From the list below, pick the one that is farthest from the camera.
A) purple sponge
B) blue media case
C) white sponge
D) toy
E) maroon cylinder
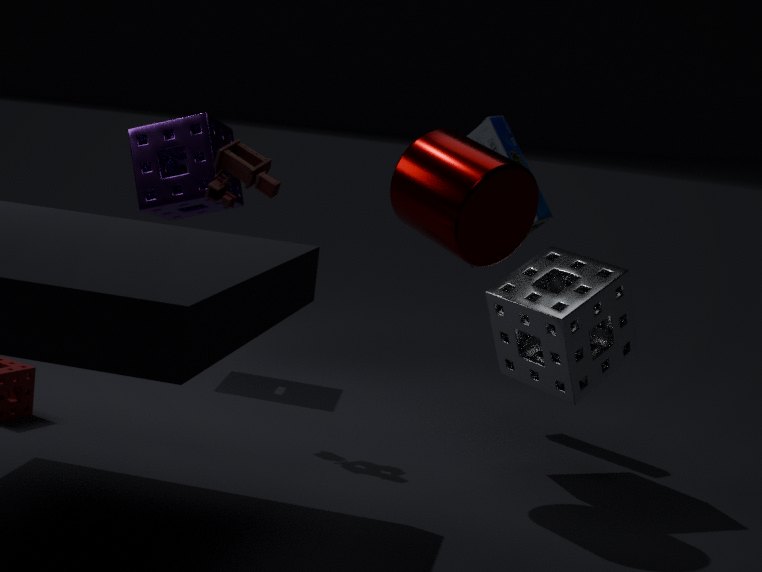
purple sponge
